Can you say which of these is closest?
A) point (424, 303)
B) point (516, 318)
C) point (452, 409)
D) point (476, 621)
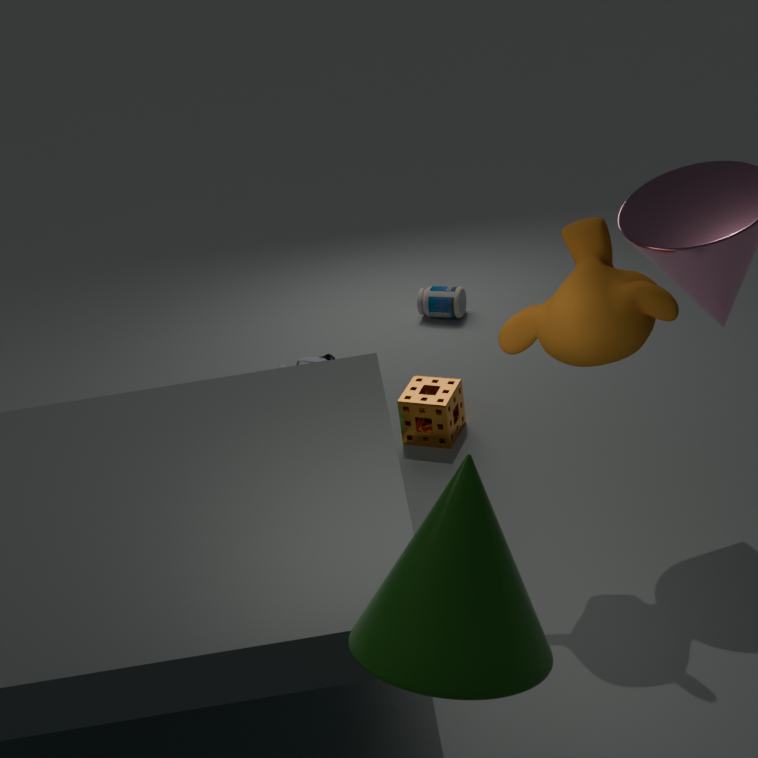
point (476, 621)
